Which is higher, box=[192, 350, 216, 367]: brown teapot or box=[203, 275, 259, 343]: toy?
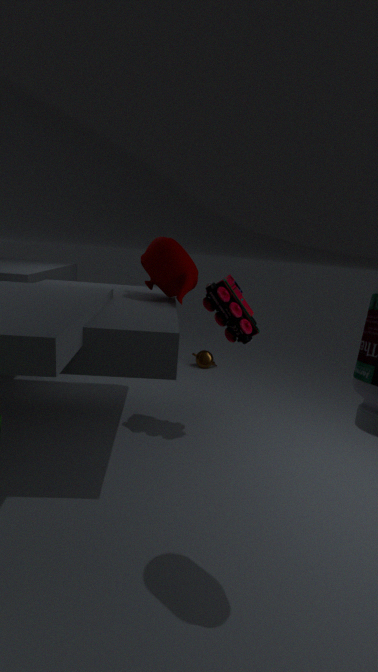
box=[203, 275, 259, 343]: toy
